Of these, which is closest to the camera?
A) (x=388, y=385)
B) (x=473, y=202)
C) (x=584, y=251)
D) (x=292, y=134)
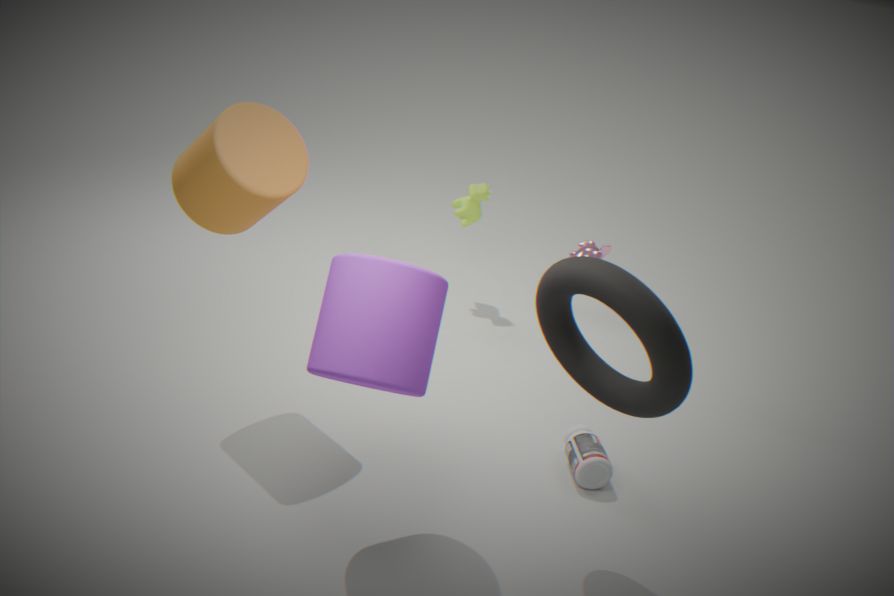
(x=388, y=385)
